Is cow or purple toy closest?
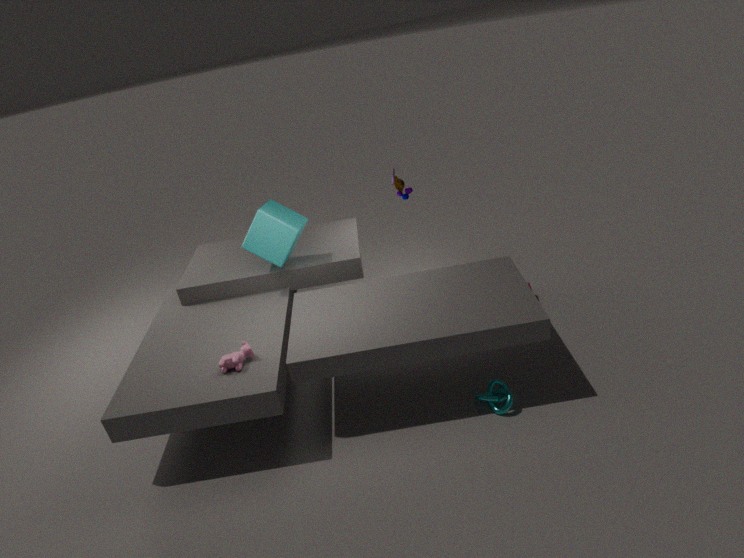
cow
